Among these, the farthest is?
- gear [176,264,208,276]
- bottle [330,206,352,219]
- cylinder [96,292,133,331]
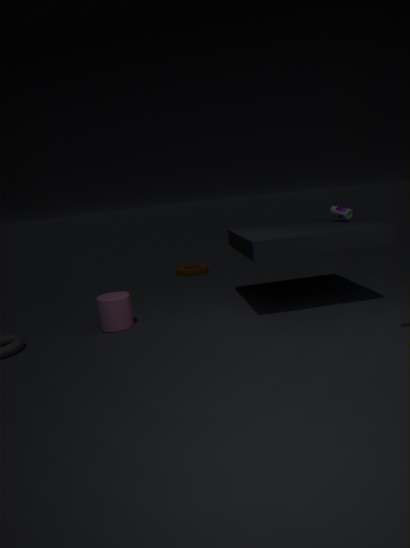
gear [176,264,208,276]
